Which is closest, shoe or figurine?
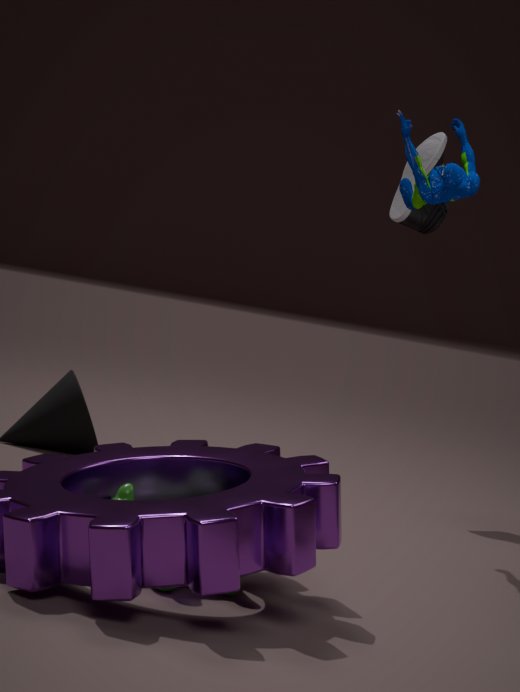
→ figurine
